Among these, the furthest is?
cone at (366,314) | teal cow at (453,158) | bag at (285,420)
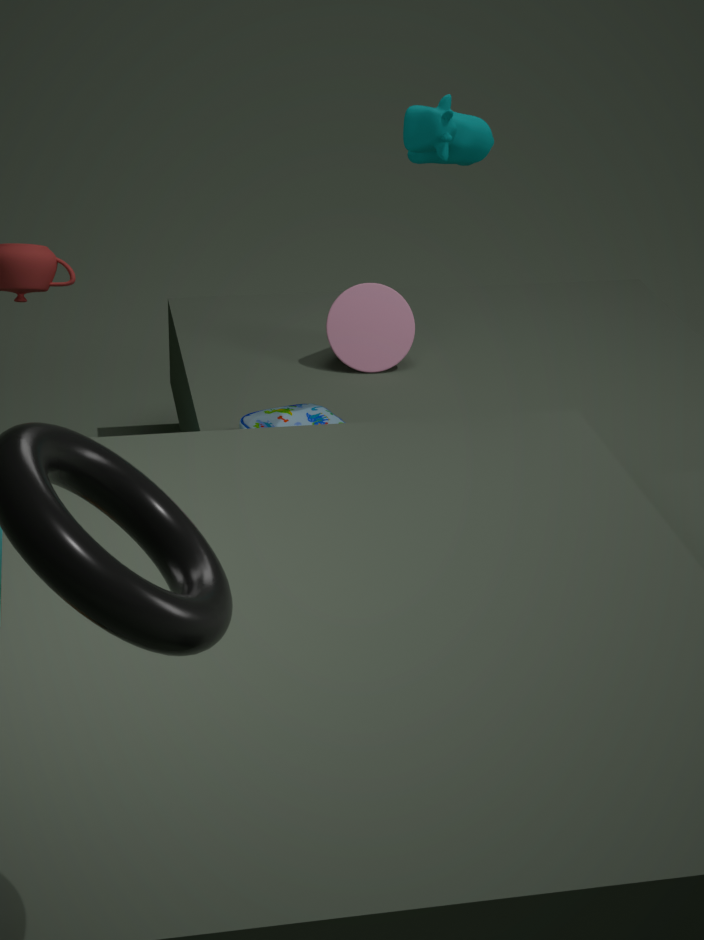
cone at (366,314)
